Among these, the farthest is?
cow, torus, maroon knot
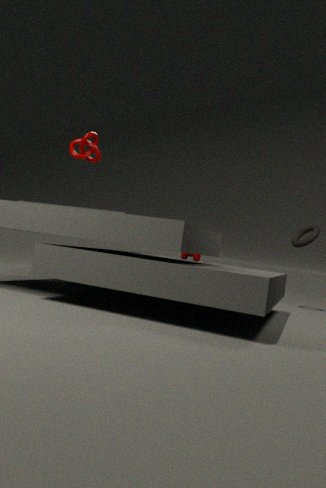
torus
